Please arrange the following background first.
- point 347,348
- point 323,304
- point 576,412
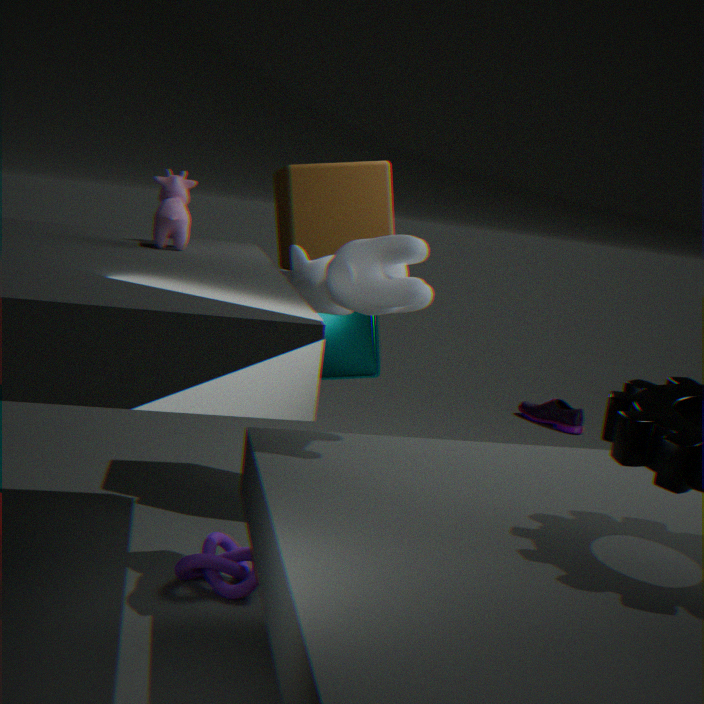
point 576,412
point 347,348
point 323,304
